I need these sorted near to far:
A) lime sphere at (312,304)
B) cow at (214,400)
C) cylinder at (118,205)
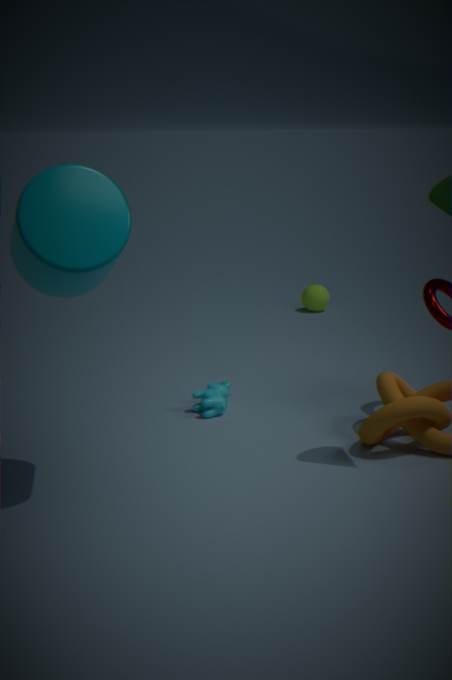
cylinder at (118,205) → cow at (214,400) → lime sphere at (312,304)
